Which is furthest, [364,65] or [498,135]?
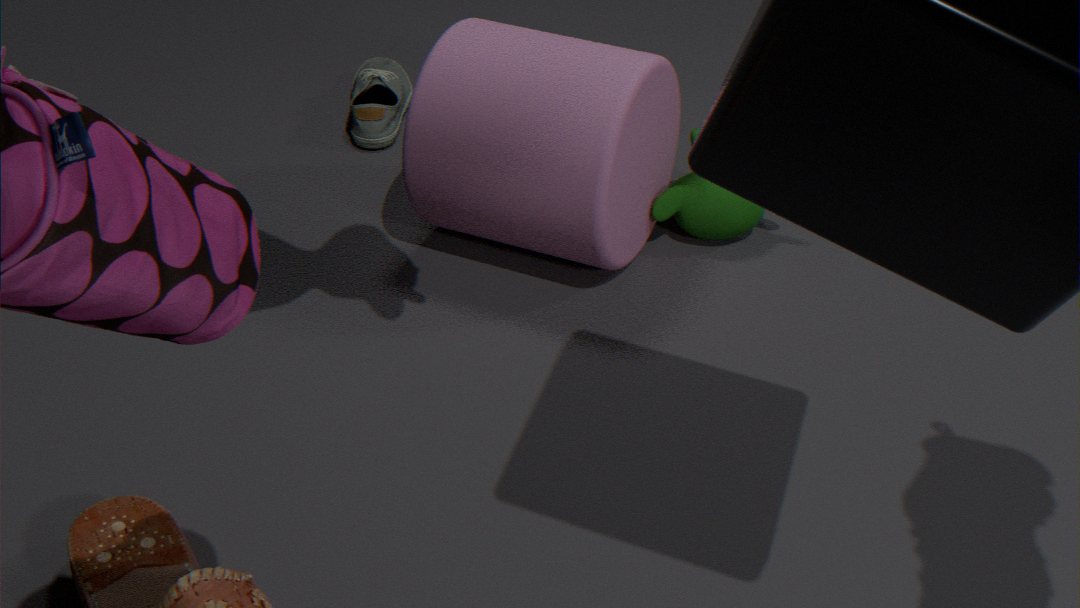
[364,65]
